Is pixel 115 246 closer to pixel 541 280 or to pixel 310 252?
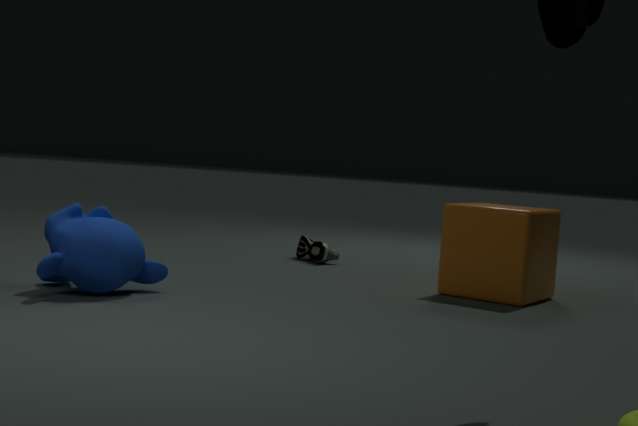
pixel 310 252
